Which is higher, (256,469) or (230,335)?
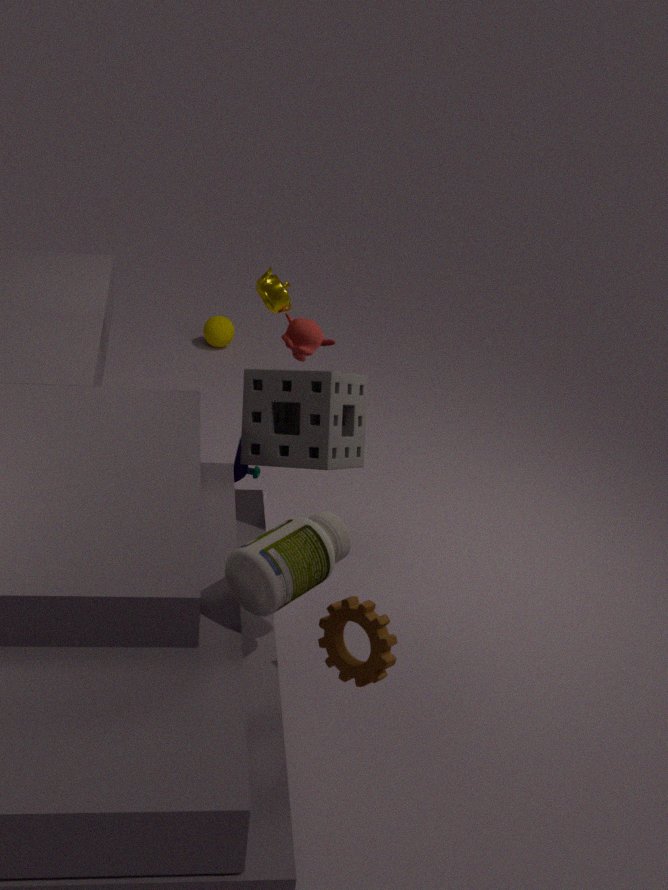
(256,469)
